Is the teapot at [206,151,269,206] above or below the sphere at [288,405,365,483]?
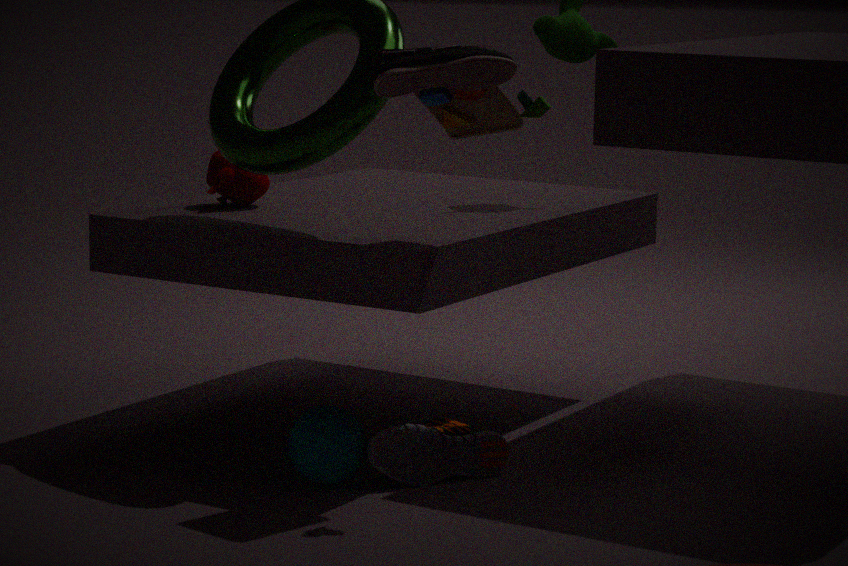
above
